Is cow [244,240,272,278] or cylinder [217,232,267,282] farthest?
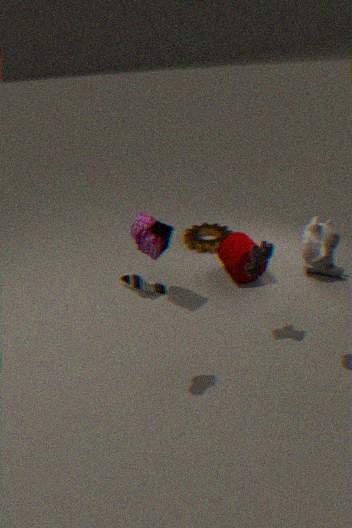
cylinder [217,232,267,282]
